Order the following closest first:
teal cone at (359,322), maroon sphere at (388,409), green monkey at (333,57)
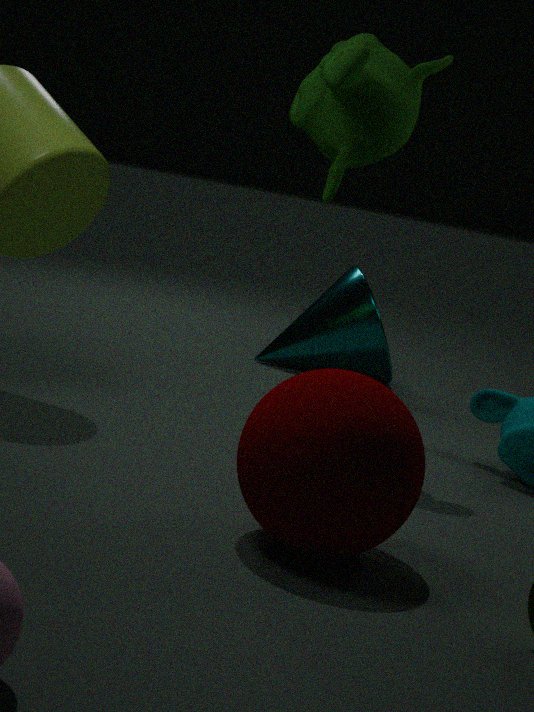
maroon sphere at (388,409) < green monkey at (333,57) < teal cone at (359,322)
